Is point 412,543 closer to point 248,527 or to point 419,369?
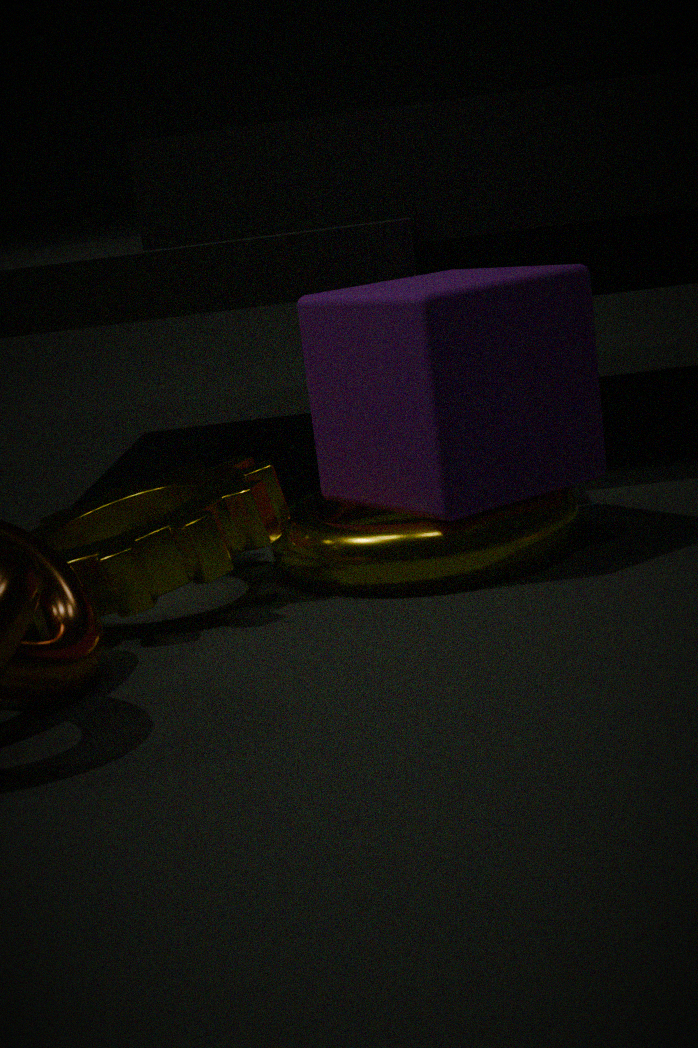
point 419,369
